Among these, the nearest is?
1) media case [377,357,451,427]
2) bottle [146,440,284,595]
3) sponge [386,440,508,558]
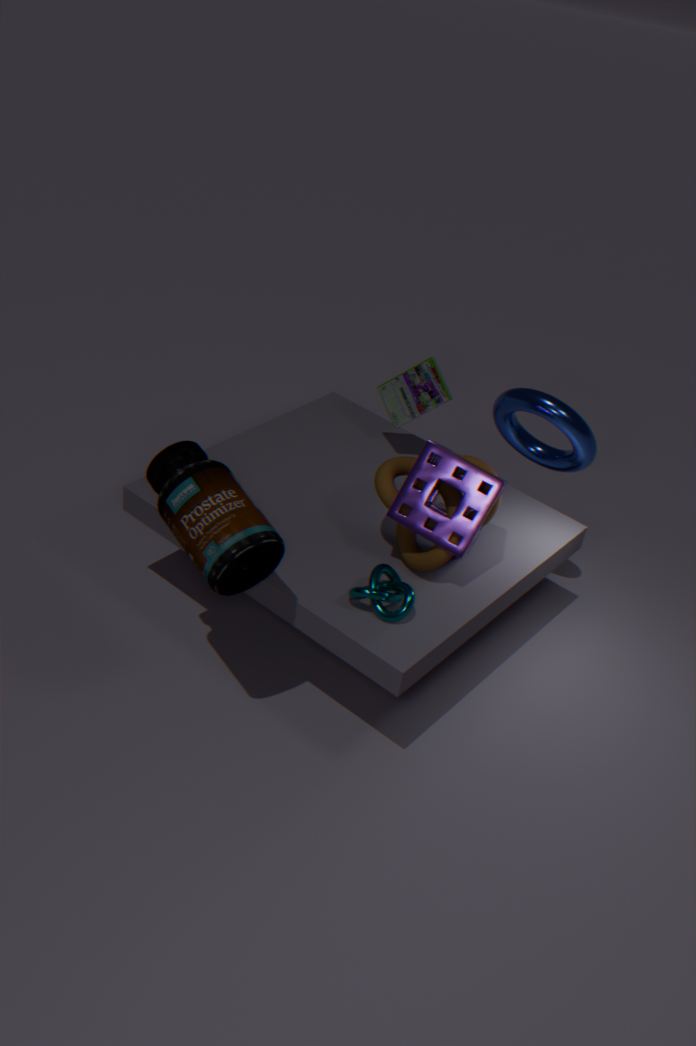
2. bottle [146,440,284,595]
